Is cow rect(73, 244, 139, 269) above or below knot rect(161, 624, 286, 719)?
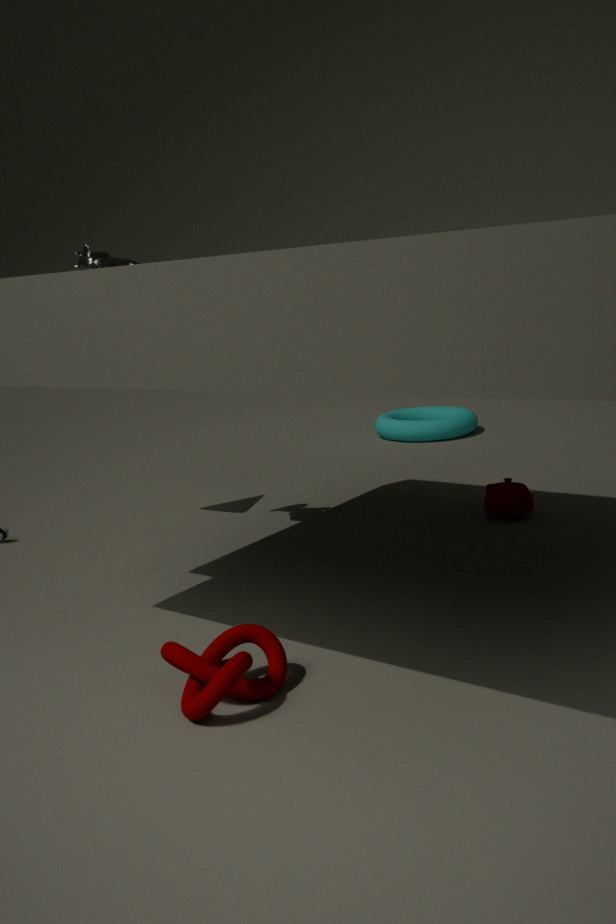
above
